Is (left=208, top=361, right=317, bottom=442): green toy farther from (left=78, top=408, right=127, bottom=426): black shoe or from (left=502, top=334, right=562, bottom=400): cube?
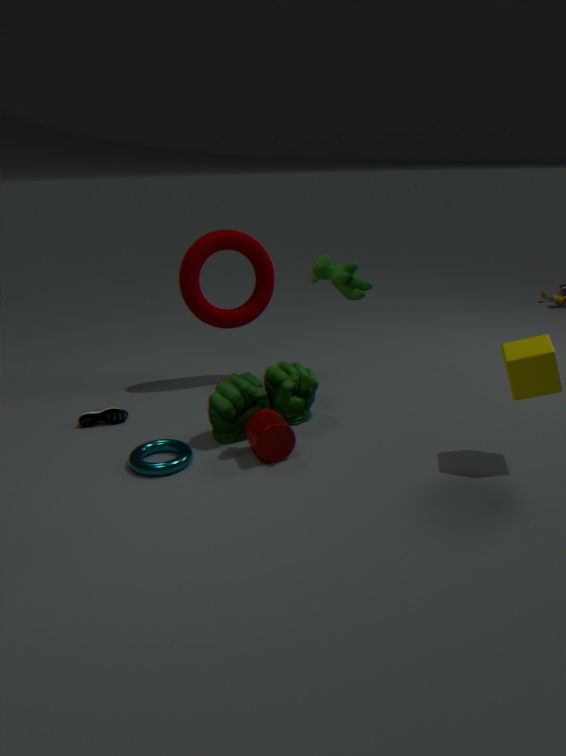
(left=502, top=334, right=562, bottom=400): cube
